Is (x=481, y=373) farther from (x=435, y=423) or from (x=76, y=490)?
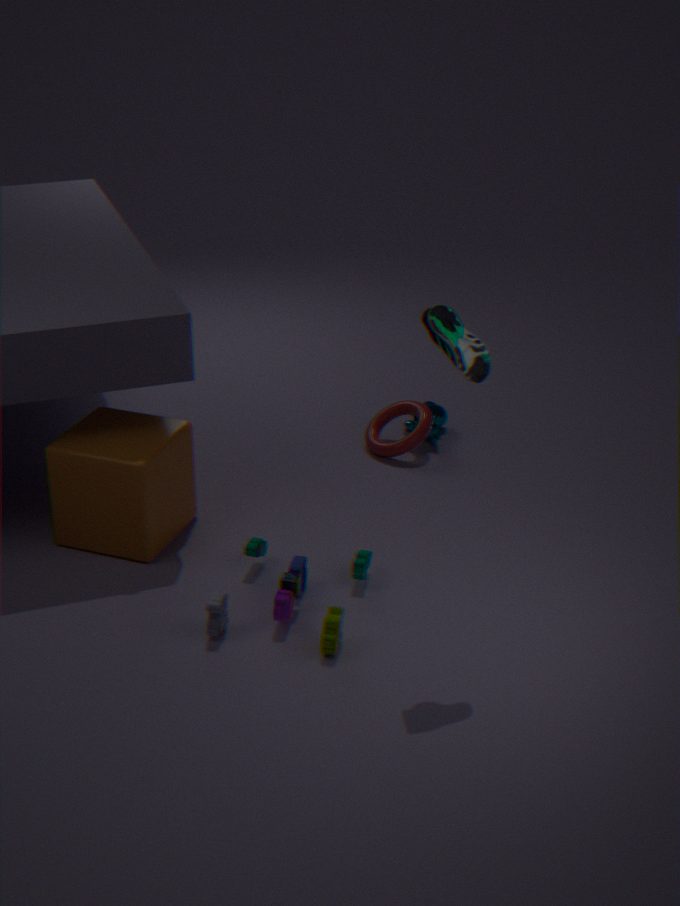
(x=435, y=423)
